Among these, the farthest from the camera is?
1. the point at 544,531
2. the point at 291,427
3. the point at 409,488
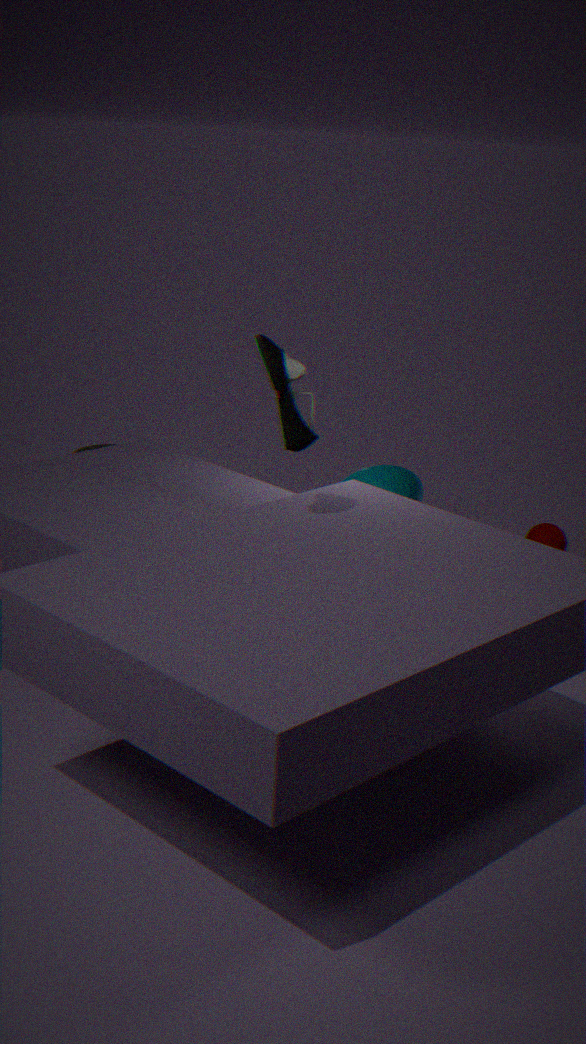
the point at 409,488
